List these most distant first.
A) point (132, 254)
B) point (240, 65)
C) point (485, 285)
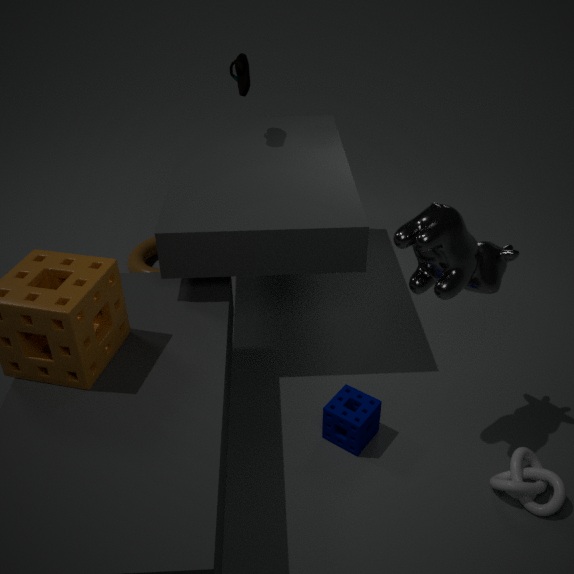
point (132, 254) → point (240, 65) → point (485, 285)
